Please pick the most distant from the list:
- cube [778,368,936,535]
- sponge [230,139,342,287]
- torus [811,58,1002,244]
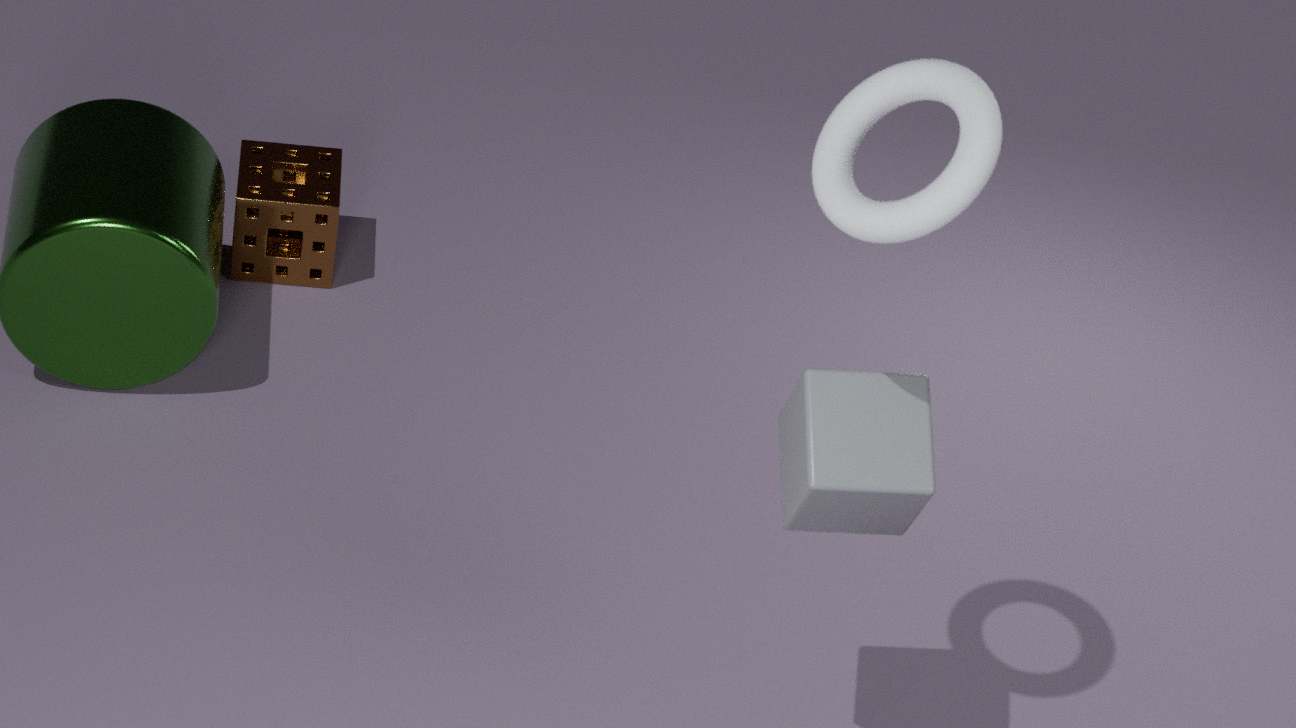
sponge [230,139,342,287]
